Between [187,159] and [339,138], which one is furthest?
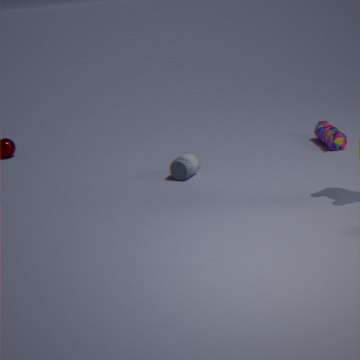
[339,138]
